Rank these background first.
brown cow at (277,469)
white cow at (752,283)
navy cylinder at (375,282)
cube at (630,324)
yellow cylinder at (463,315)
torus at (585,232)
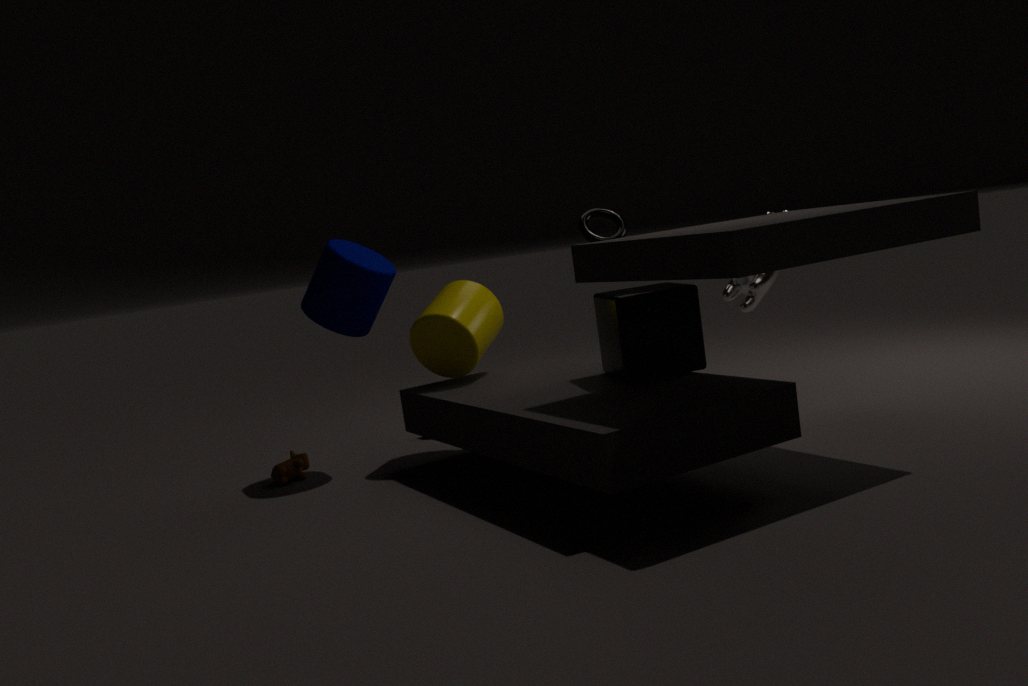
torus at (585,232) → brown cow at (277,469) → white cow at (752,283) → navy cylinder at (375,282) → yellow cylinder at (463,315) → cube at (630,324)
